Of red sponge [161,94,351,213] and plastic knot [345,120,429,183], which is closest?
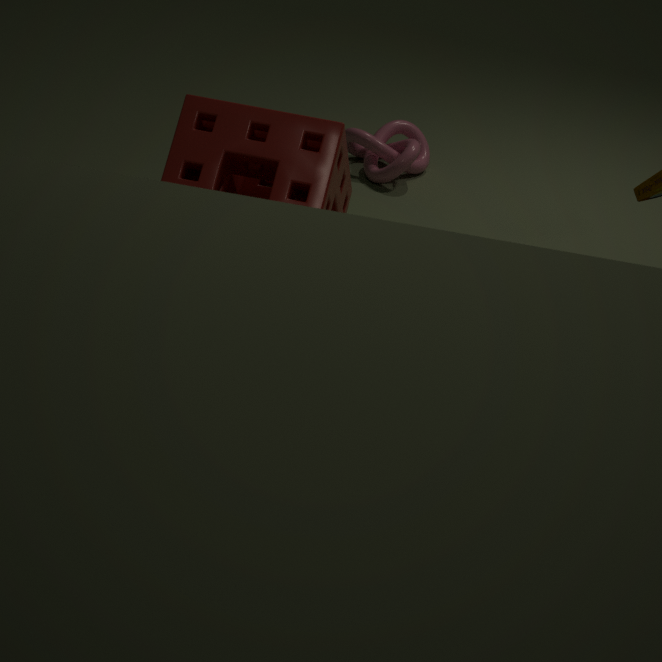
red sponge [161,94,351,213]
